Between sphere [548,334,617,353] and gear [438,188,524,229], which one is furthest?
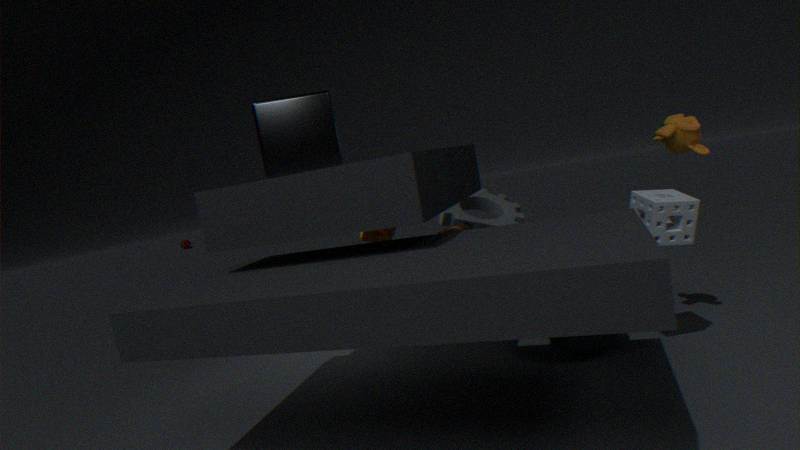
gear [438,188,524,229]
